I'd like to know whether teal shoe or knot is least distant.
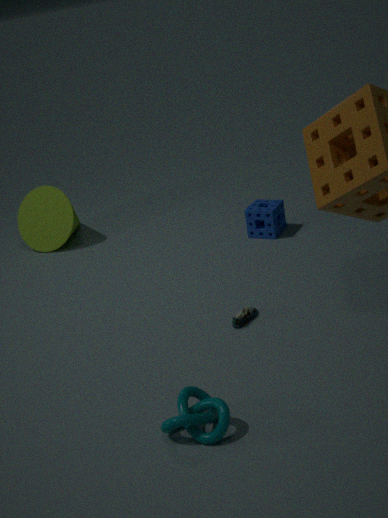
knot
